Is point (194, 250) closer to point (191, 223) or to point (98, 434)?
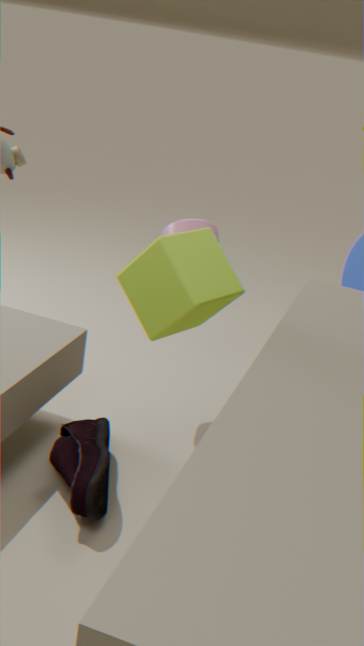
point (98, 434)
